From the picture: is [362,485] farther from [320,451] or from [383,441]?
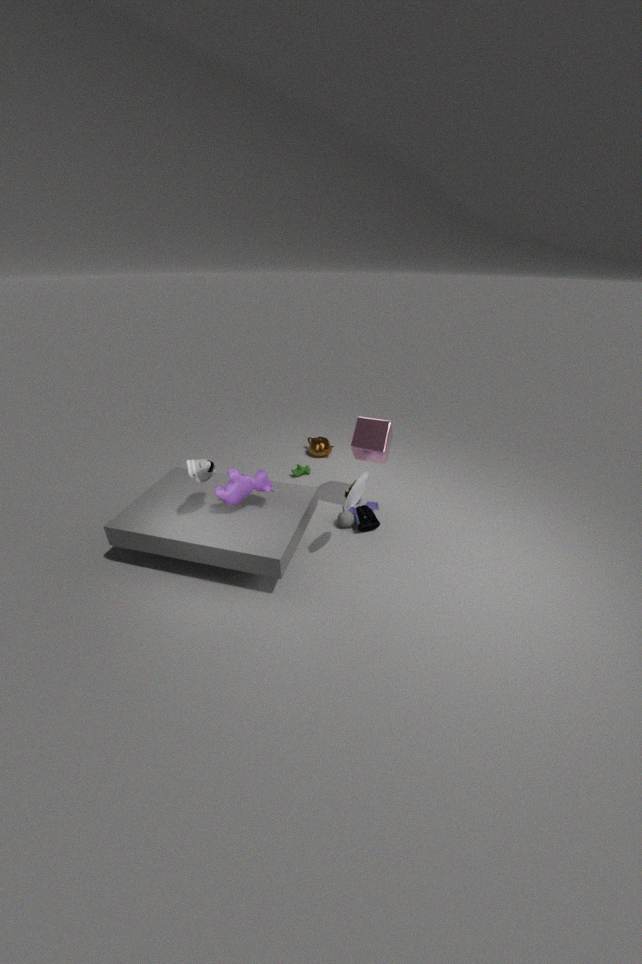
[320,451]
